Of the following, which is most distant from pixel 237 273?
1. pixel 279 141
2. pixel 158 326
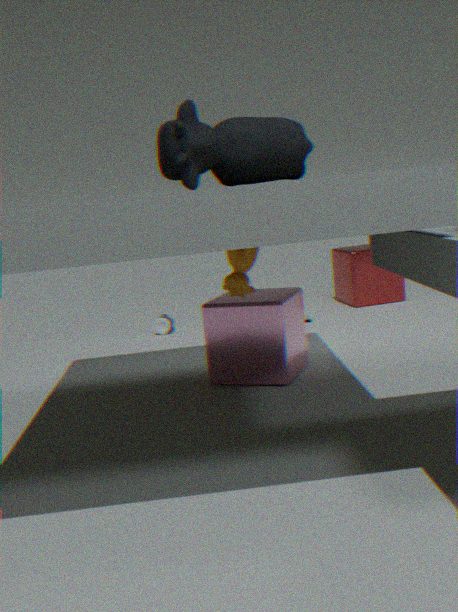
pixel 158 326
